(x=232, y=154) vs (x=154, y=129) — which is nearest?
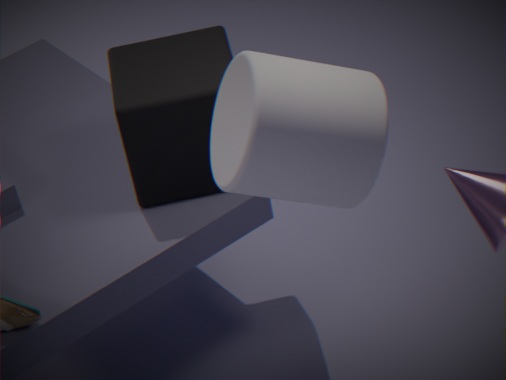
(x=232, y=154)
